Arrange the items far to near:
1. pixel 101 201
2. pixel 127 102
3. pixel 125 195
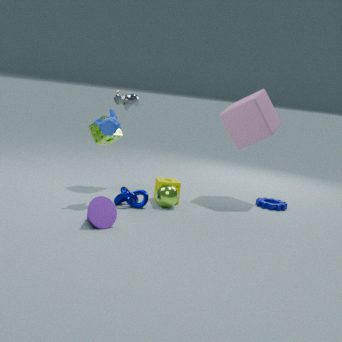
1. pixel 127 102
2. pixel 125 195
3. pixel 101 201
